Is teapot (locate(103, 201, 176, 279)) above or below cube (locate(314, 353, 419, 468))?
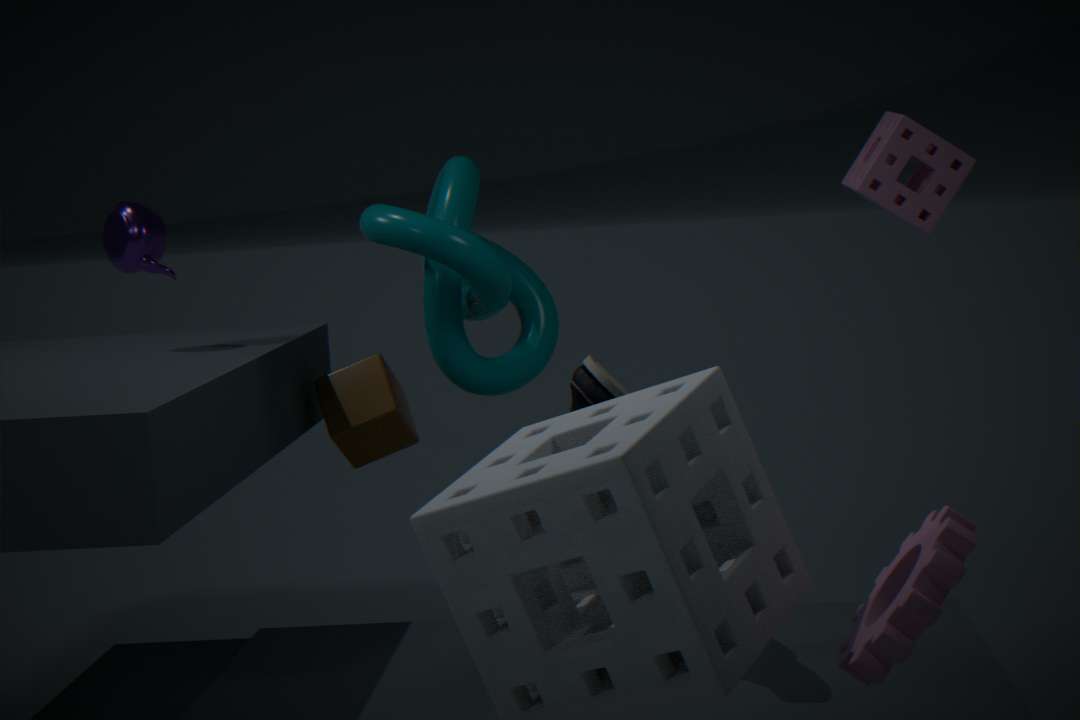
above
